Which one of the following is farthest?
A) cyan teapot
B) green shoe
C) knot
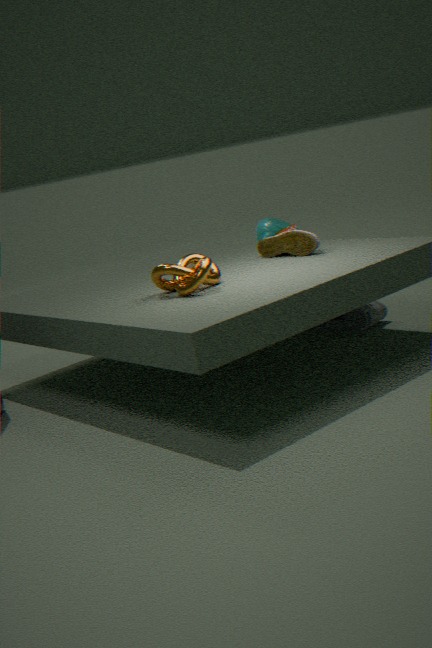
cyan teapot
